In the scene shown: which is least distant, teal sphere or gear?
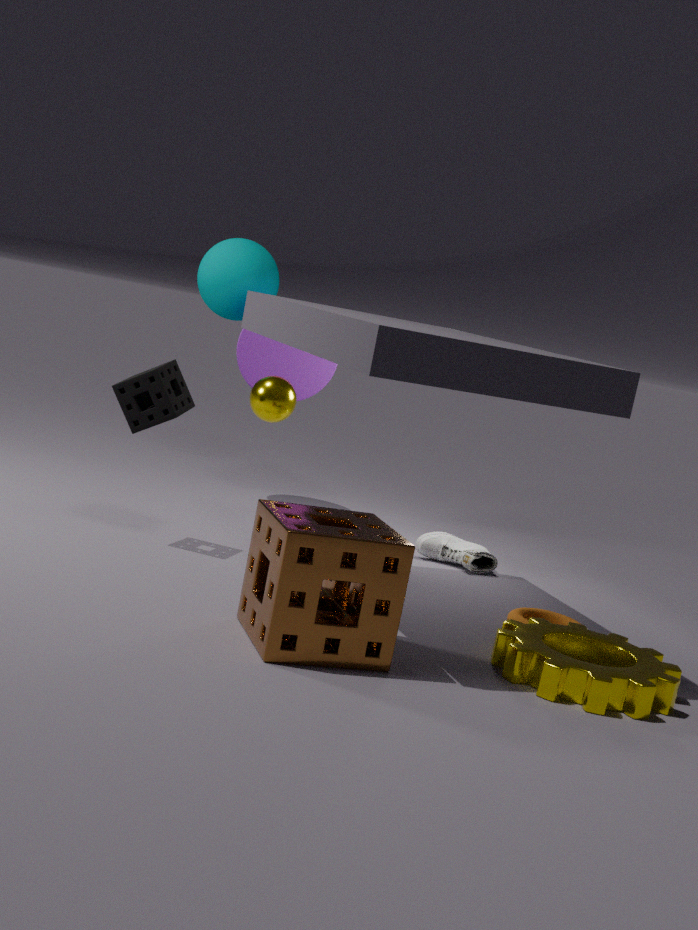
gear
